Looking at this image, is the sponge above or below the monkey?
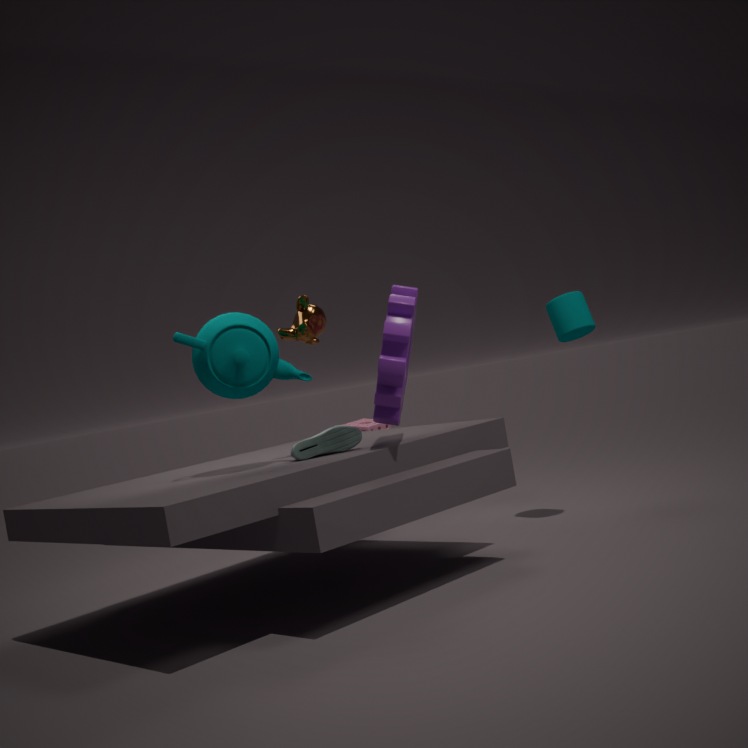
below
